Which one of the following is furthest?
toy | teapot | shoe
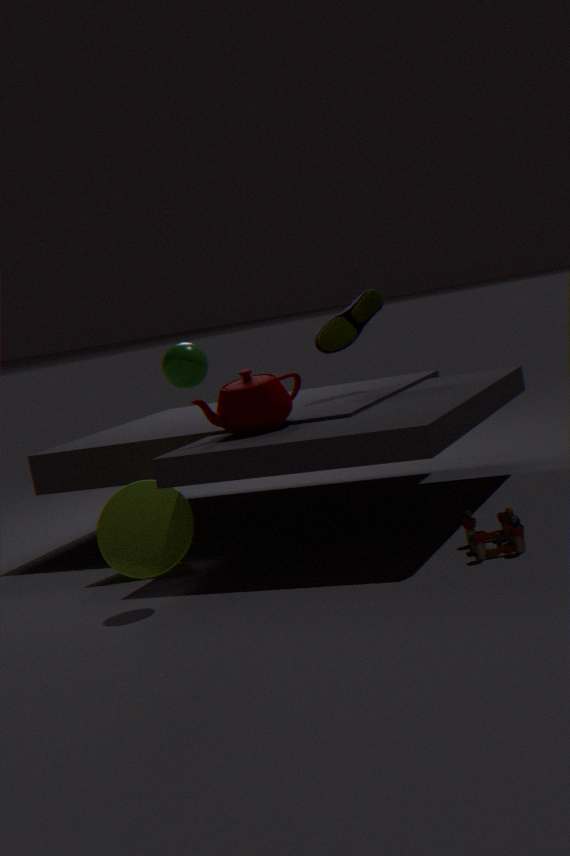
shoe
